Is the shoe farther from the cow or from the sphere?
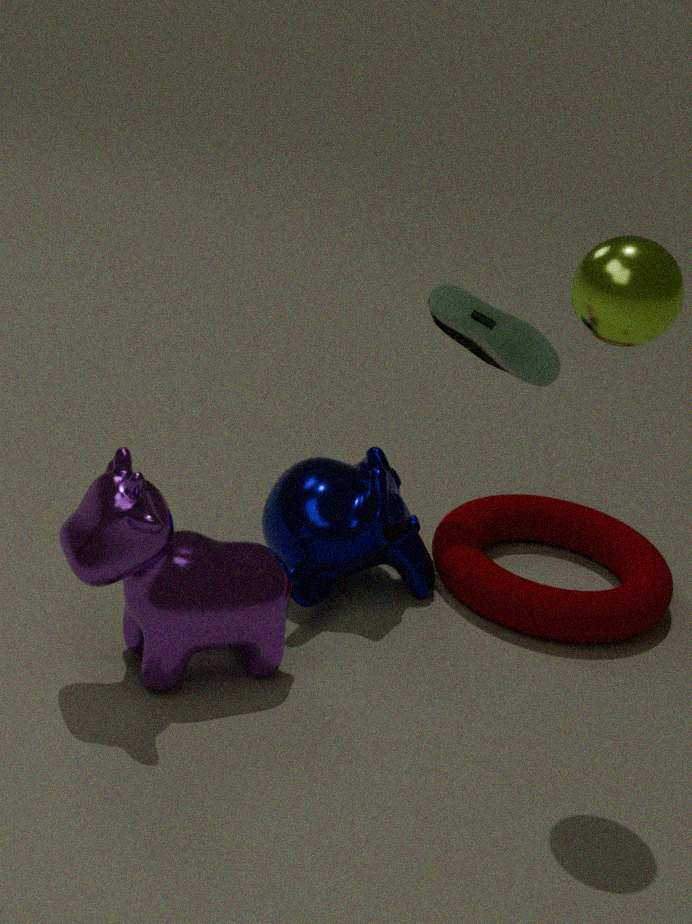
the cow
